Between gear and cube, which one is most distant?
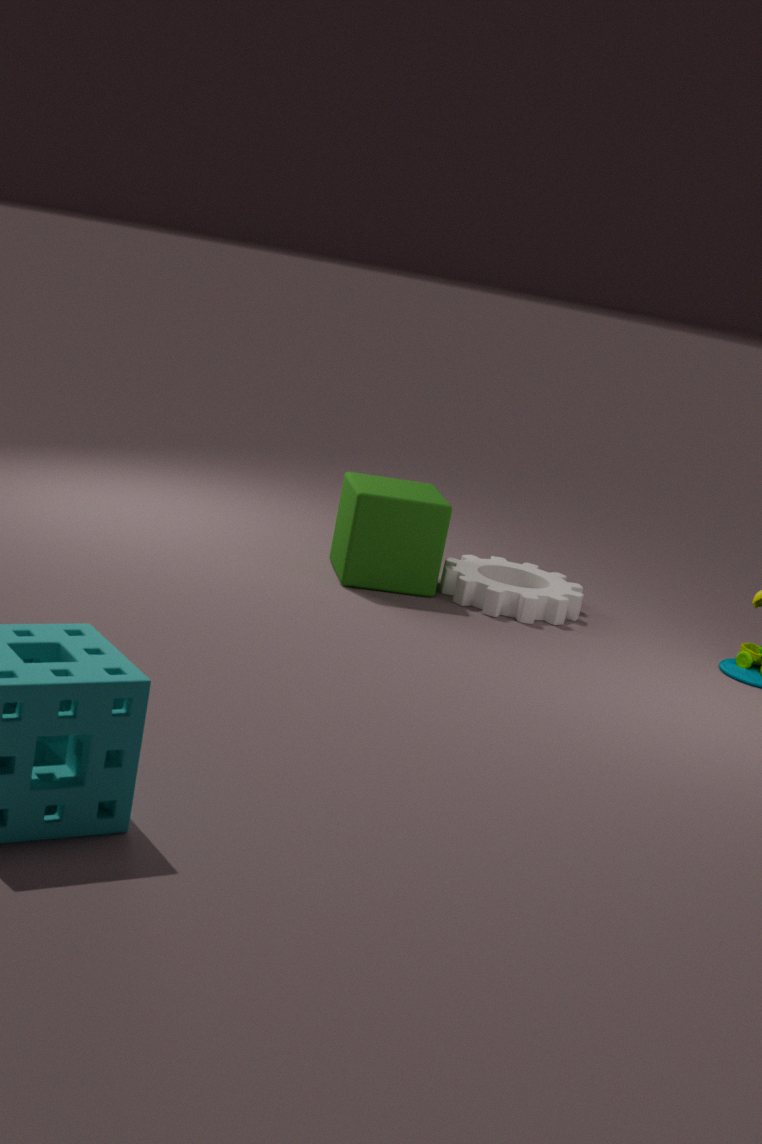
gear
